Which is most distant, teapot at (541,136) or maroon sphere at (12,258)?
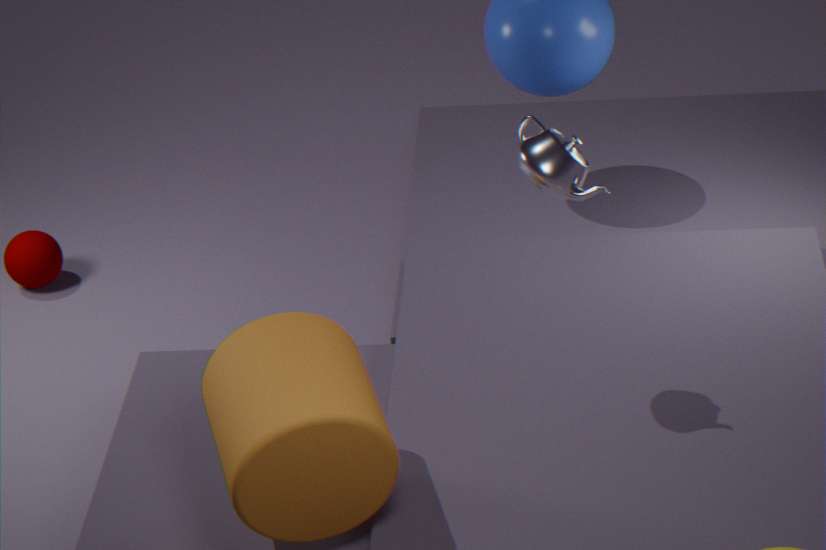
maroon sphere at (12,258)
